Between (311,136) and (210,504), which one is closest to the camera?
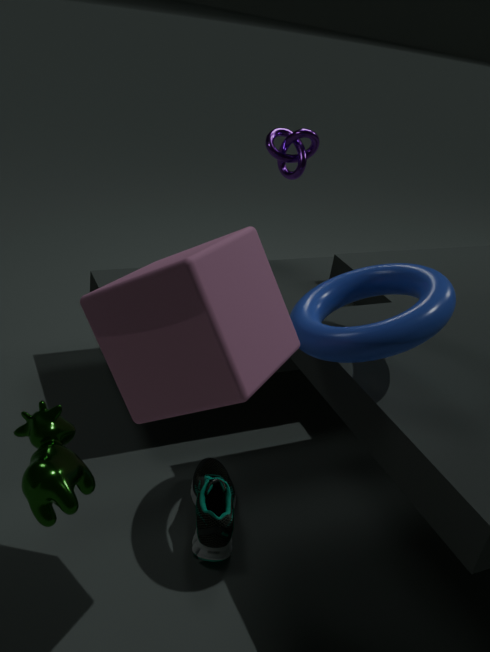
(210,504)
